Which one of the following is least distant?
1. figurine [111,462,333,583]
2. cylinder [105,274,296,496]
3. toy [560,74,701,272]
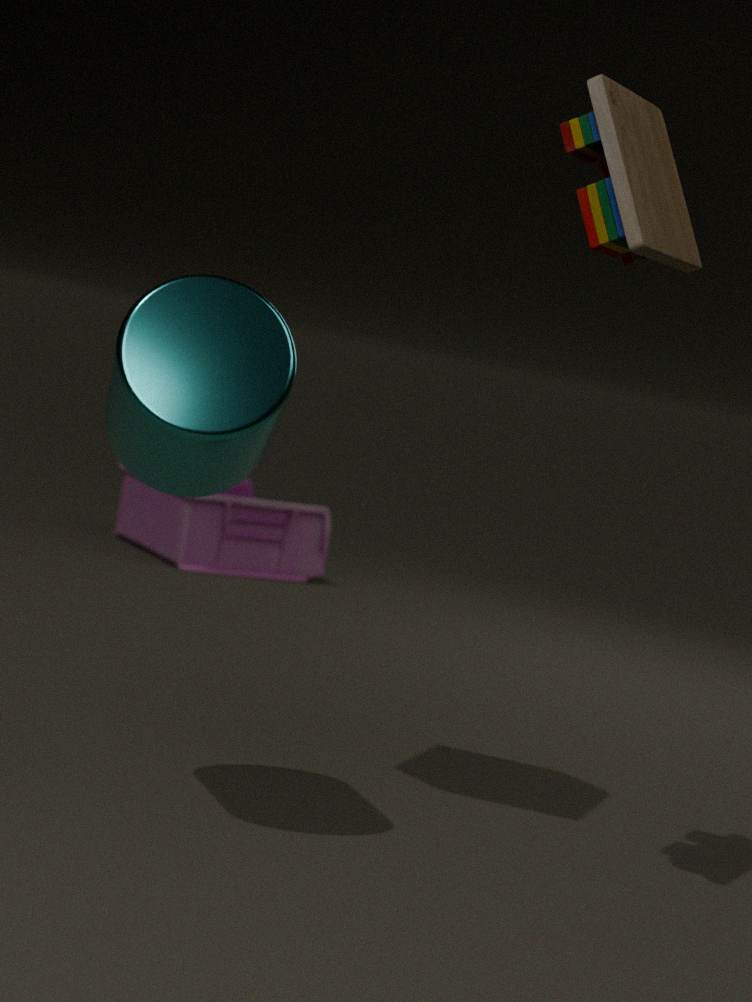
cylinder [105,274,296,496]
